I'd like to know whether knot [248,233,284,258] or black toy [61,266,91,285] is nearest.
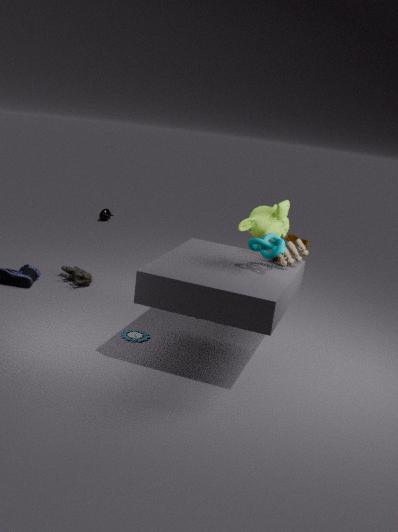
knot [248,233,284,258]
